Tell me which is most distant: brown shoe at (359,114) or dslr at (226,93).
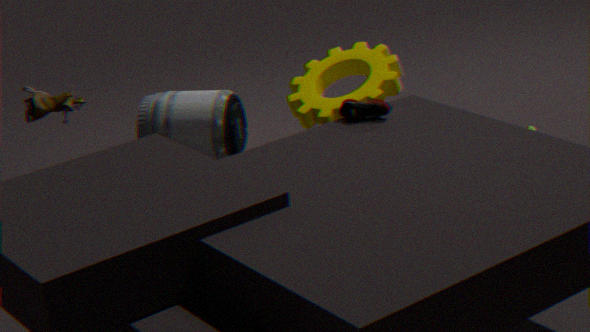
dslr at (226,93)
